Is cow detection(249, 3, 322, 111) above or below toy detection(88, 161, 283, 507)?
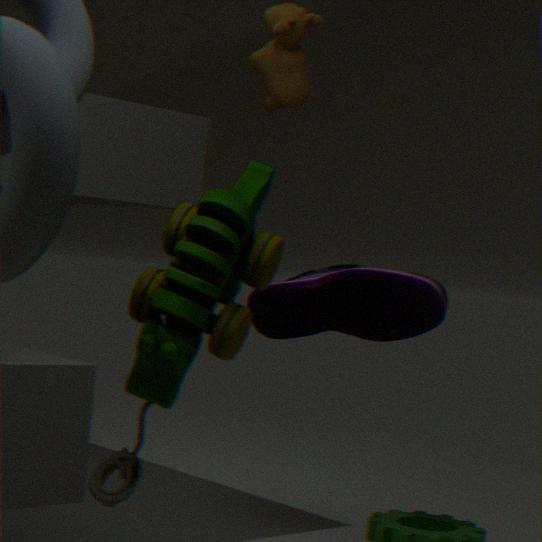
above
